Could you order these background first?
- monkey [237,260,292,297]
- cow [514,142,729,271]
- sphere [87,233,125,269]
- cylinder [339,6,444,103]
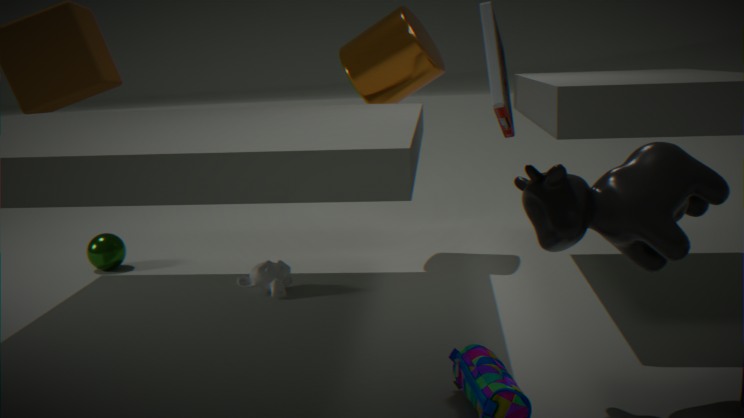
sphere [87,233,125,269] → cylinder [339,6,444,103] → monkey [237,260,292,297] → cow [514,142,729,271]
